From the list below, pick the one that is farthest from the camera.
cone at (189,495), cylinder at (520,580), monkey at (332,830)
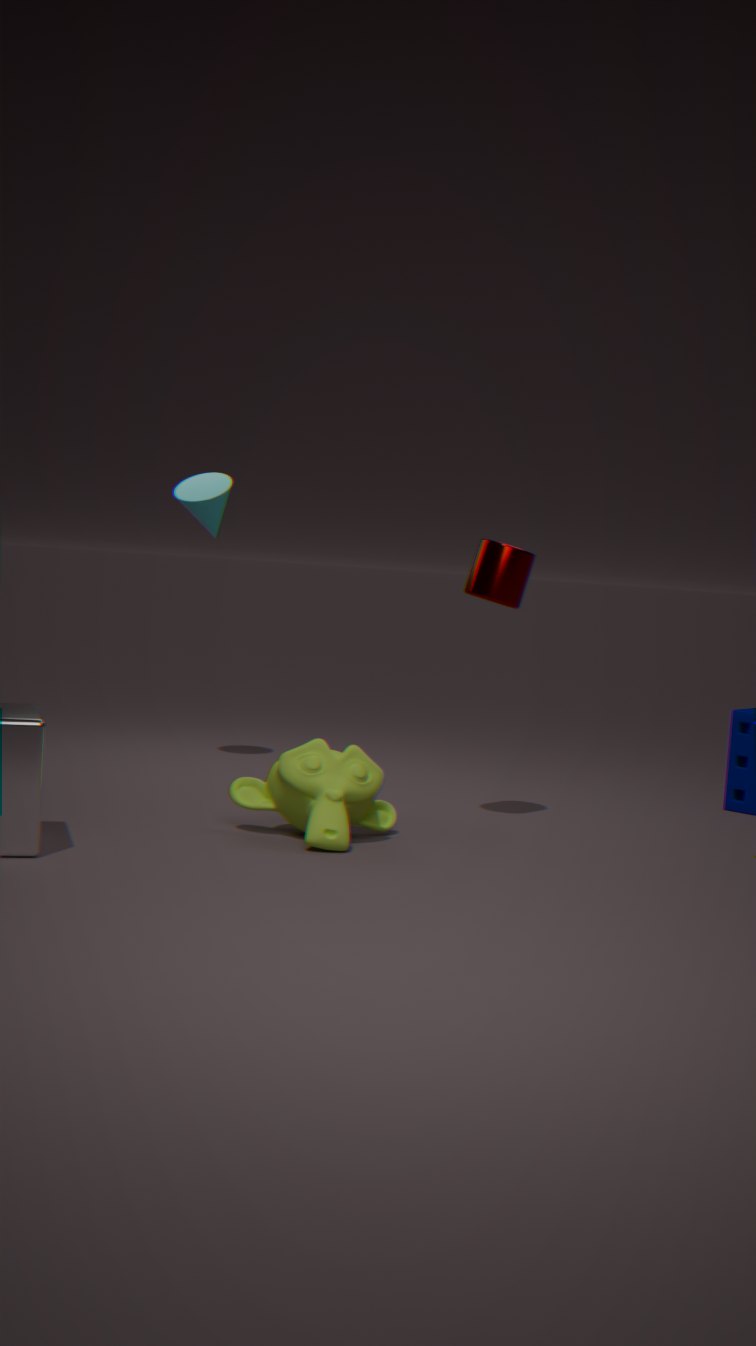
cone at (189,495)
